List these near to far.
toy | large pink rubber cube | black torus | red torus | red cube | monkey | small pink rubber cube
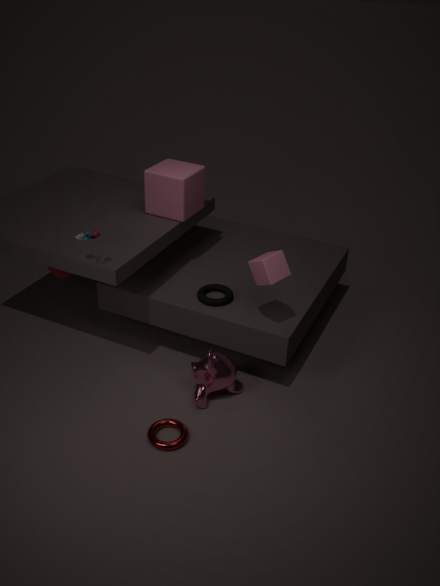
red torus, toy, small pink rubber cube, monkey, black torus, large pink rubber cube, red cube
